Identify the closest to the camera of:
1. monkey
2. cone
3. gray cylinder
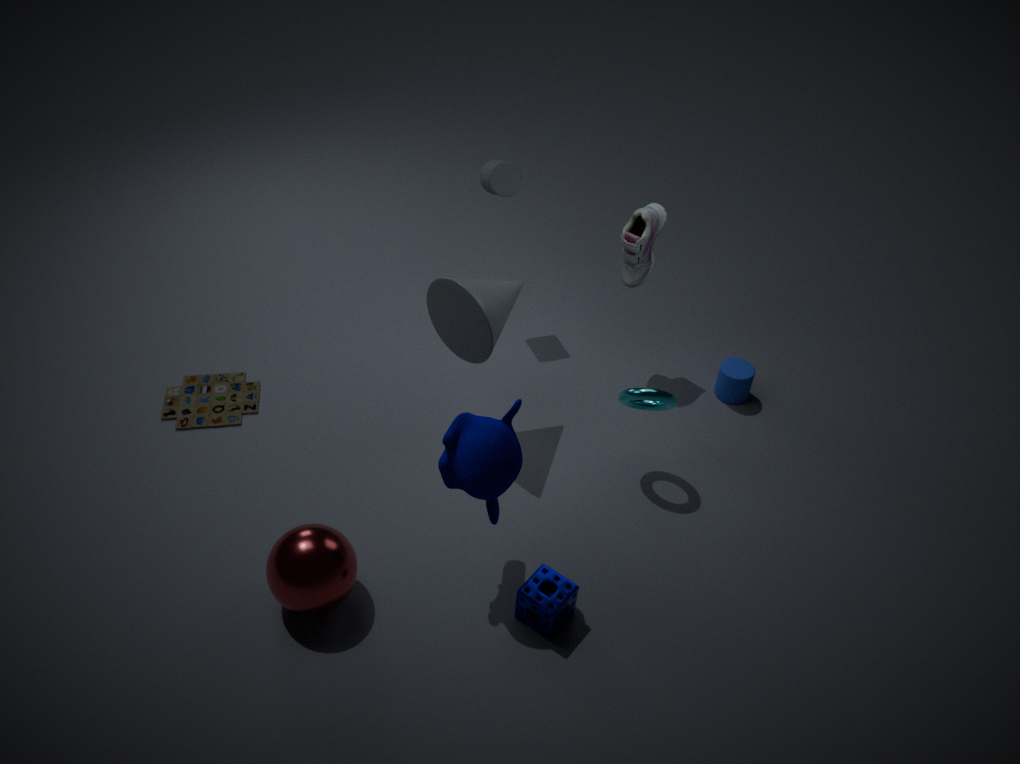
monkey
